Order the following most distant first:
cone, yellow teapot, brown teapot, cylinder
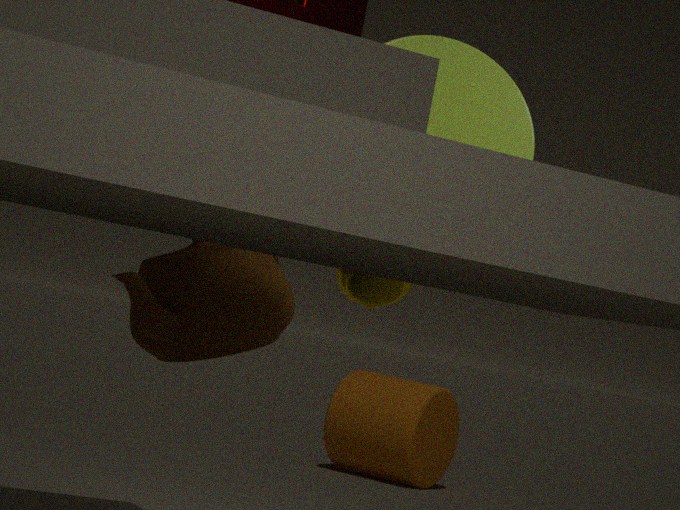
cylinder < yellow teapot < cone < brown teapot
